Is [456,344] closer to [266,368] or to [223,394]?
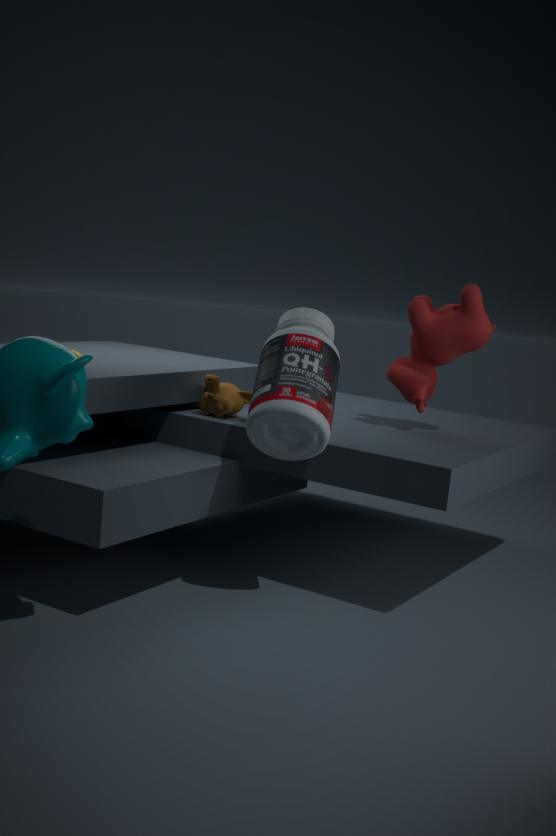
[266,368]
